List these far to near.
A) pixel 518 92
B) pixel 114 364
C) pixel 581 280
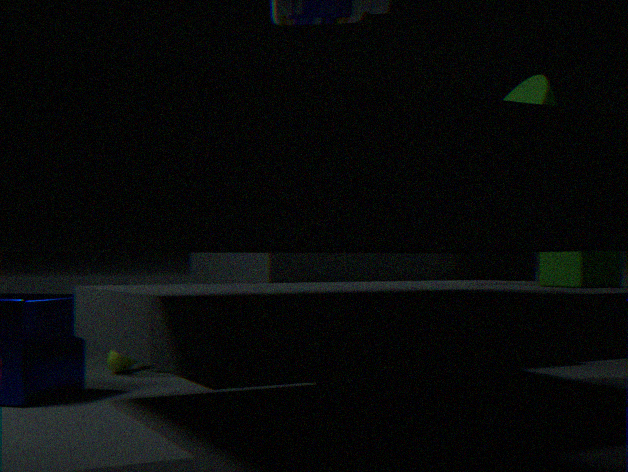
pixel 114 364, pixel 518 92, pixel 581 280
